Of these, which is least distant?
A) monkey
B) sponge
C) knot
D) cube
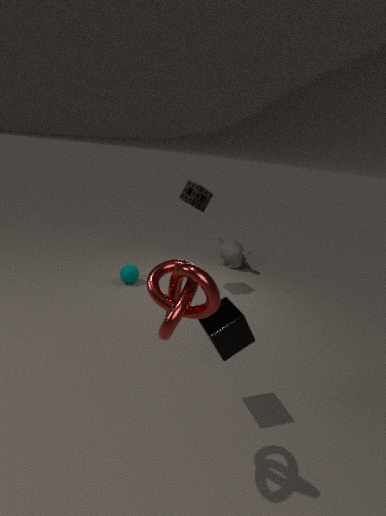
knot
